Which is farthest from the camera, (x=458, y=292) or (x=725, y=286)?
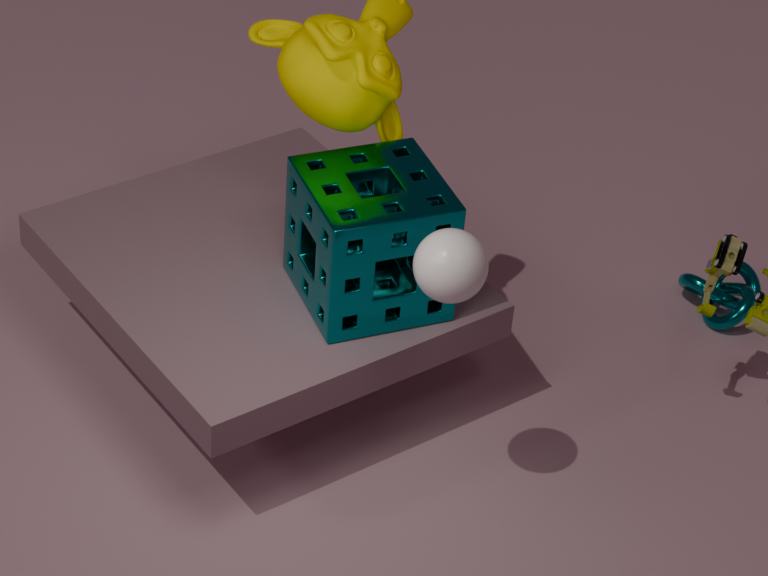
(x=725, y=286)
